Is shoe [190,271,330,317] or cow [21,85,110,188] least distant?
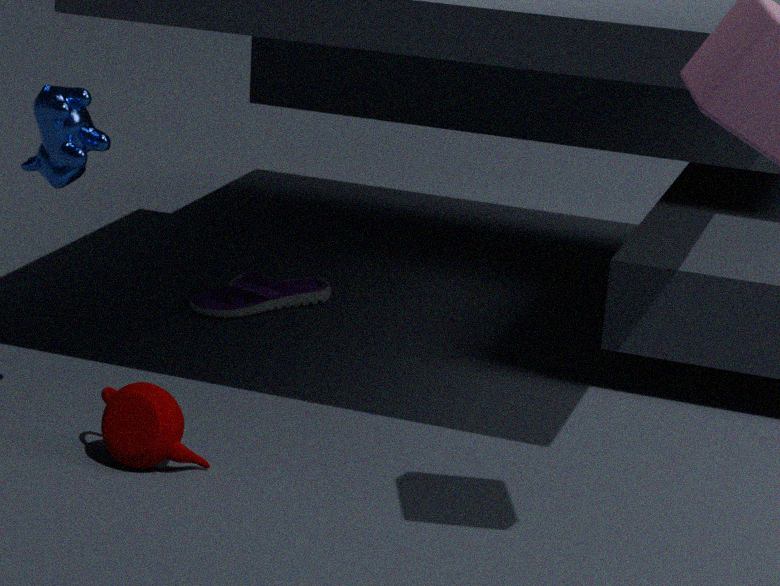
cow [21,85,110,188]
